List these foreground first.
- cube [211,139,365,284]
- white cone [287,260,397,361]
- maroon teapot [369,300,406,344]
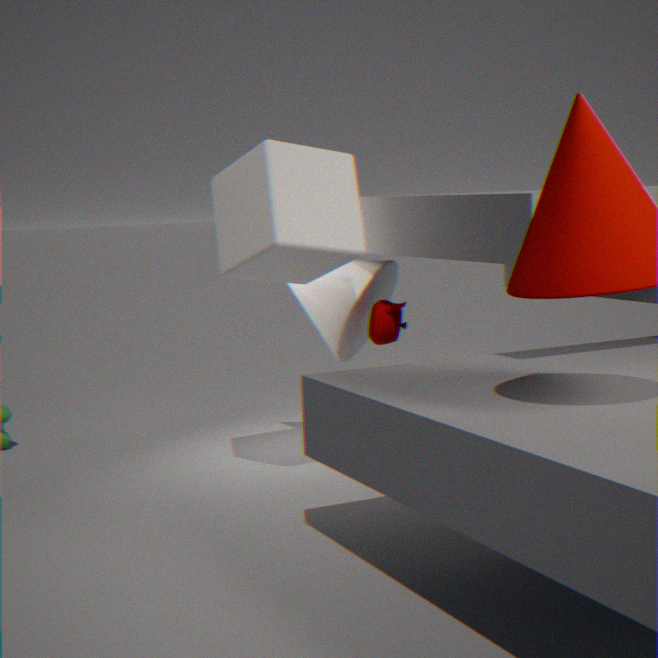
cube [211,139,365,284]
maroon teapot [369,300,406,344]
white cone [287,260,397,361]
